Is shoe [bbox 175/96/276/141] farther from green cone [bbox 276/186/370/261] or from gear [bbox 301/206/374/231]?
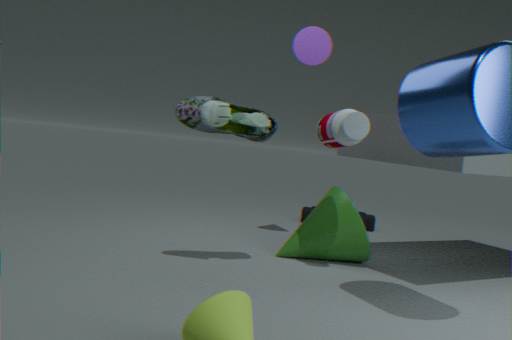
gear [bbox 301/206/374/231]
